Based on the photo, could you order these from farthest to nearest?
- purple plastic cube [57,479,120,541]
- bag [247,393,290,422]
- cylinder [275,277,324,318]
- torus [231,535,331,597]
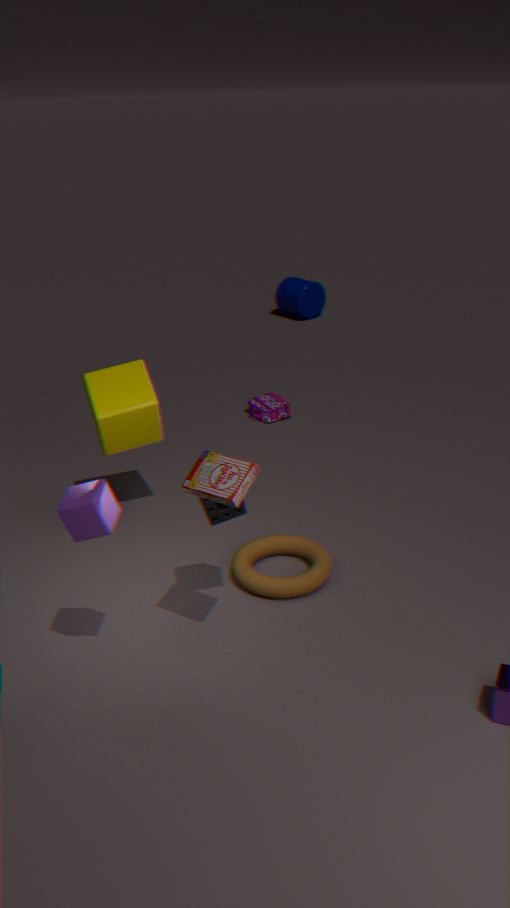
cylinder [275,277,324,318] < bag [247,393,290,422] < torus [231,535,331,597] < purple plastic cube [57,479,120,541]
